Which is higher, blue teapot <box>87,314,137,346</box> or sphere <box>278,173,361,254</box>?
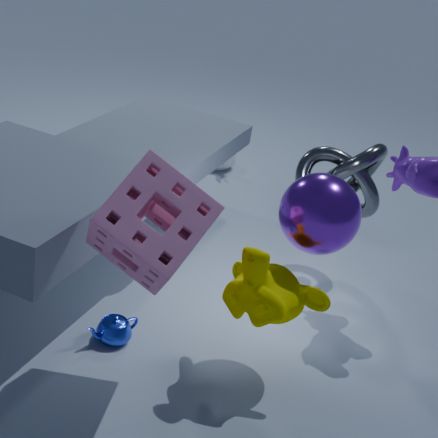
sphere <box>278,173,361,254</box>
